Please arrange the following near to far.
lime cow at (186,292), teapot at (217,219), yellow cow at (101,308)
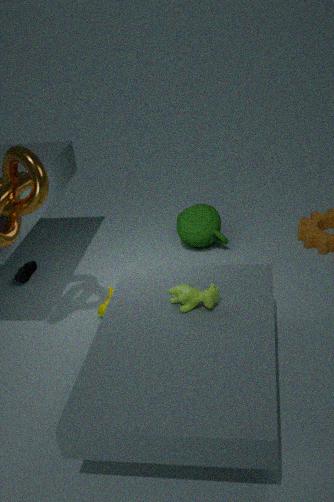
1. lime cow at (186,292)
2. yellow cow at (101,308)
3. teapot at (217,219)
